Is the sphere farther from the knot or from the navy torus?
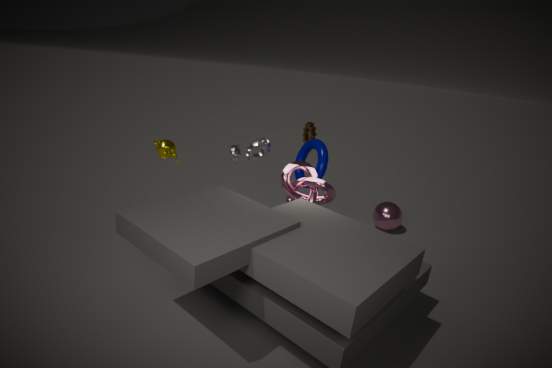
the knot
